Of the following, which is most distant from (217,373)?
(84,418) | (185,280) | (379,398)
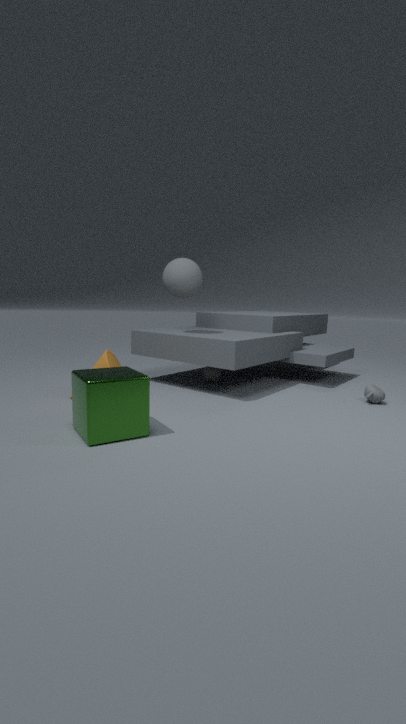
(84,418)
